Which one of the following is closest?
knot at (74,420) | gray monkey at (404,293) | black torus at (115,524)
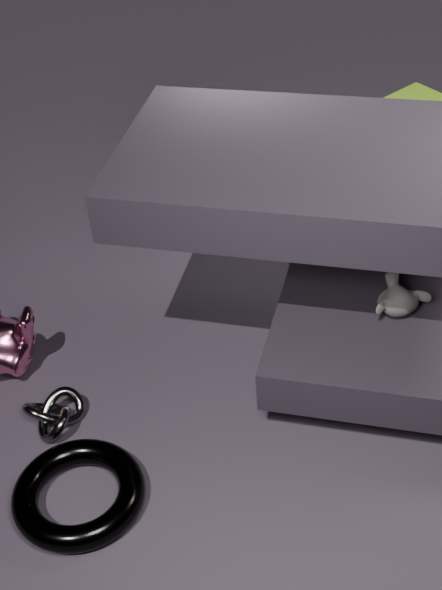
black torus at (115,524)
